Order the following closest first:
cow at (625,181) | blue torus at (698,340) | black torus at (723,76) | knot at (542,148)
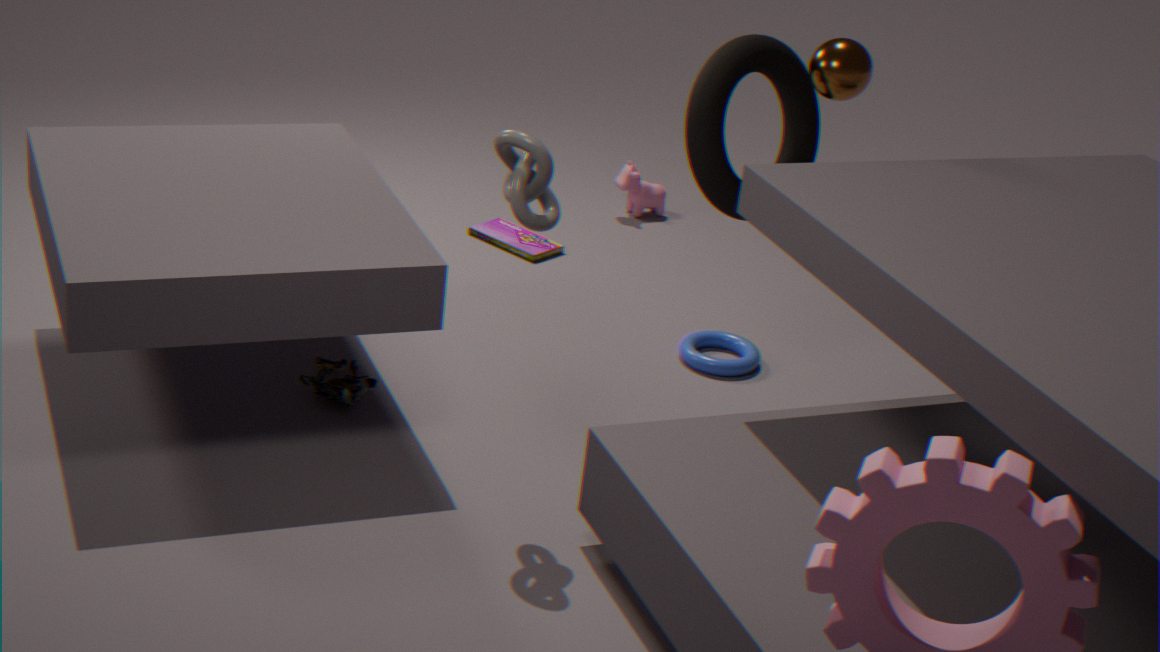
1. knot at (542,148)
2. black torus at (723,76)
3. blue torus at (698,340)
4. cow at (625,181)
